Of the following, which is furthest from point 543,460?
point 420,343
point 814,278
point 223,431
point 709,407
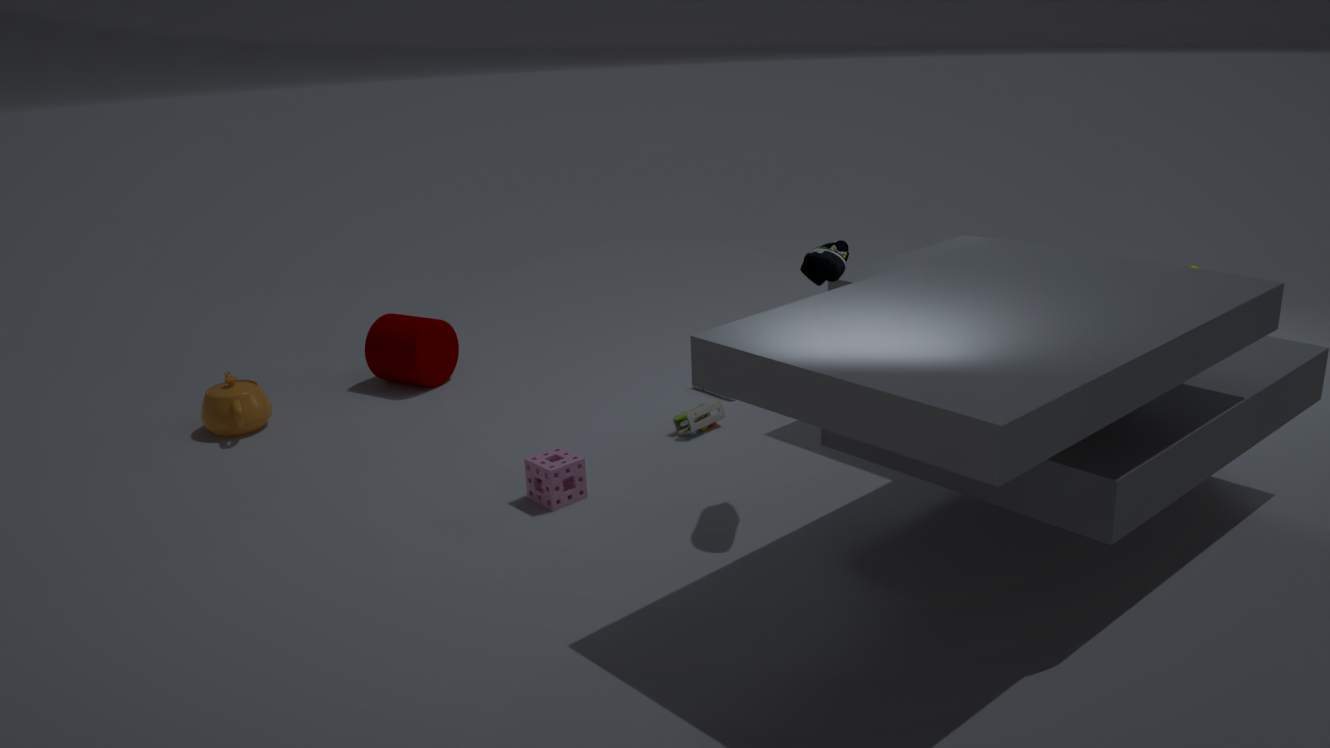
point 223,431
